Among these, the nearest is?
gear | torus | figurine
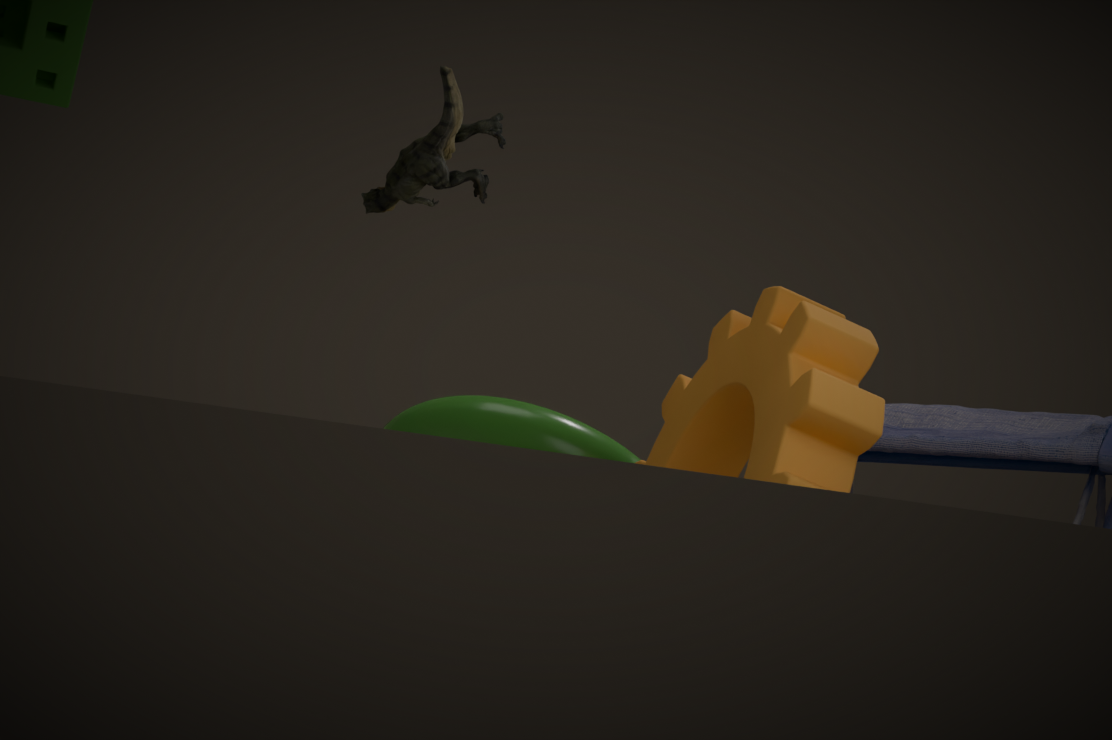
figurine
